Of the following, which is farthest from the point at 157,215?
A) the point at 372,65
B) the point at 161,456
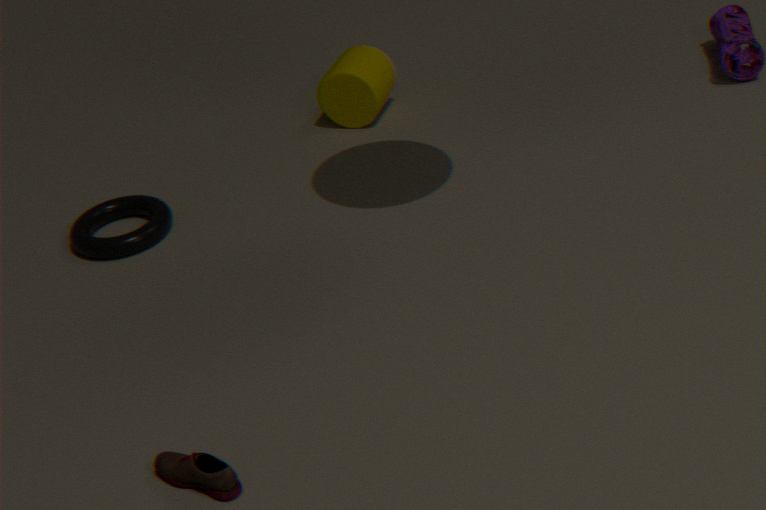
the point at 161,456
